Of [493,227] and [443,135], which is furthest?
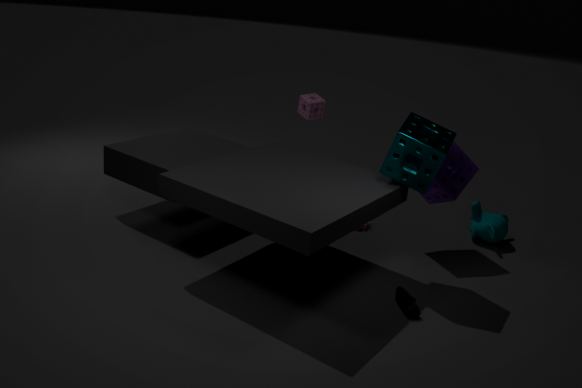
[493,227]
